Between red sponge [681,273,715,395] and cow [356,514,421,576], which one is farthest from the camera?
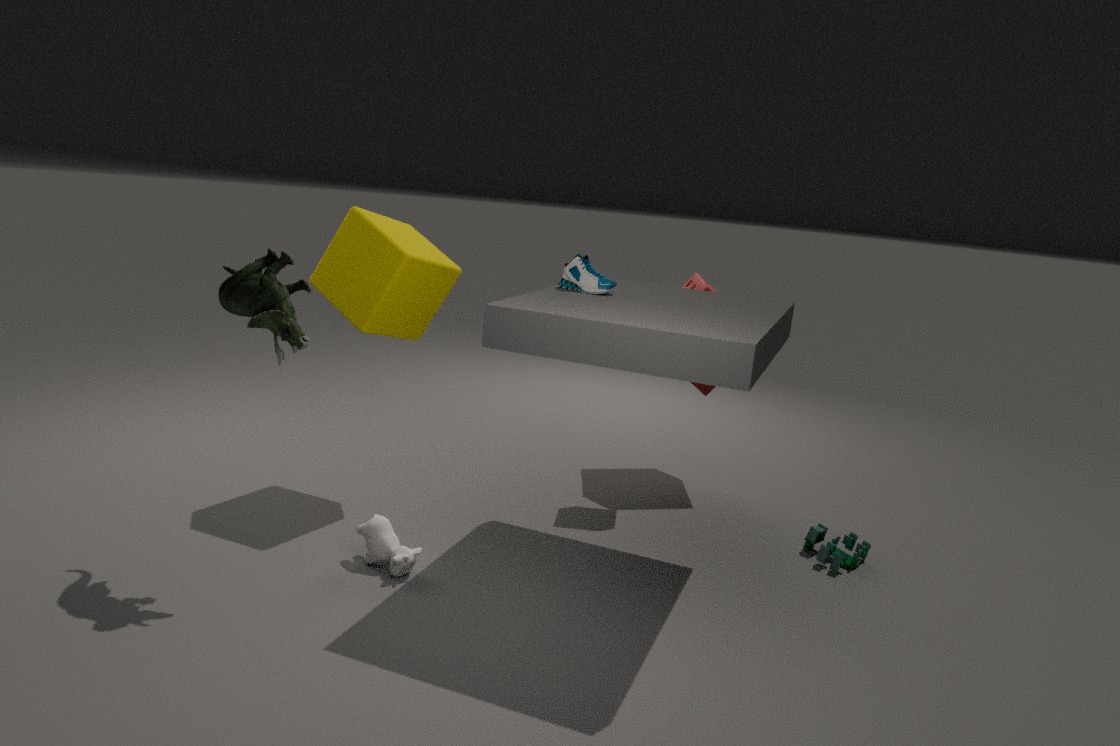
red sponge [681,273,715,395]
